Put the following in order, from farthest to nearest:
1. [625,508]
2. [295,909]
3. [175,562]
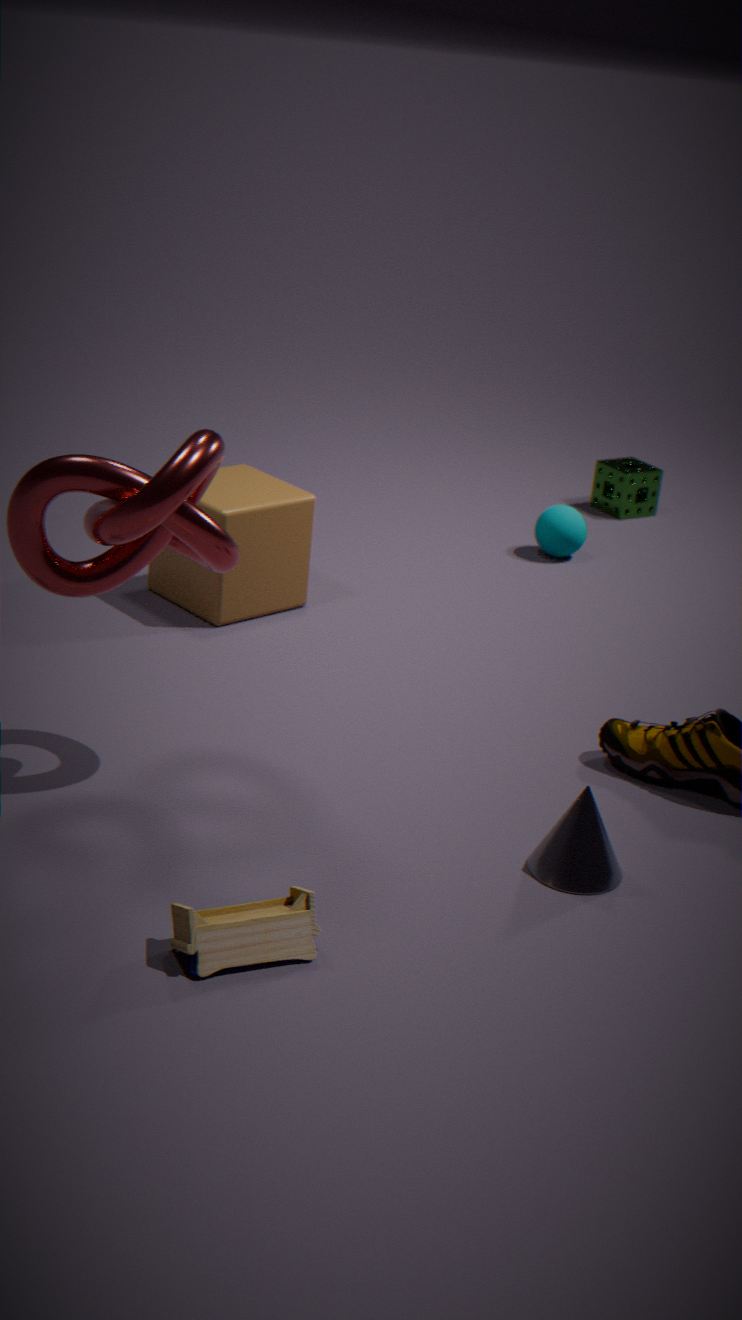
[625,508], [175,562], [295,909]
